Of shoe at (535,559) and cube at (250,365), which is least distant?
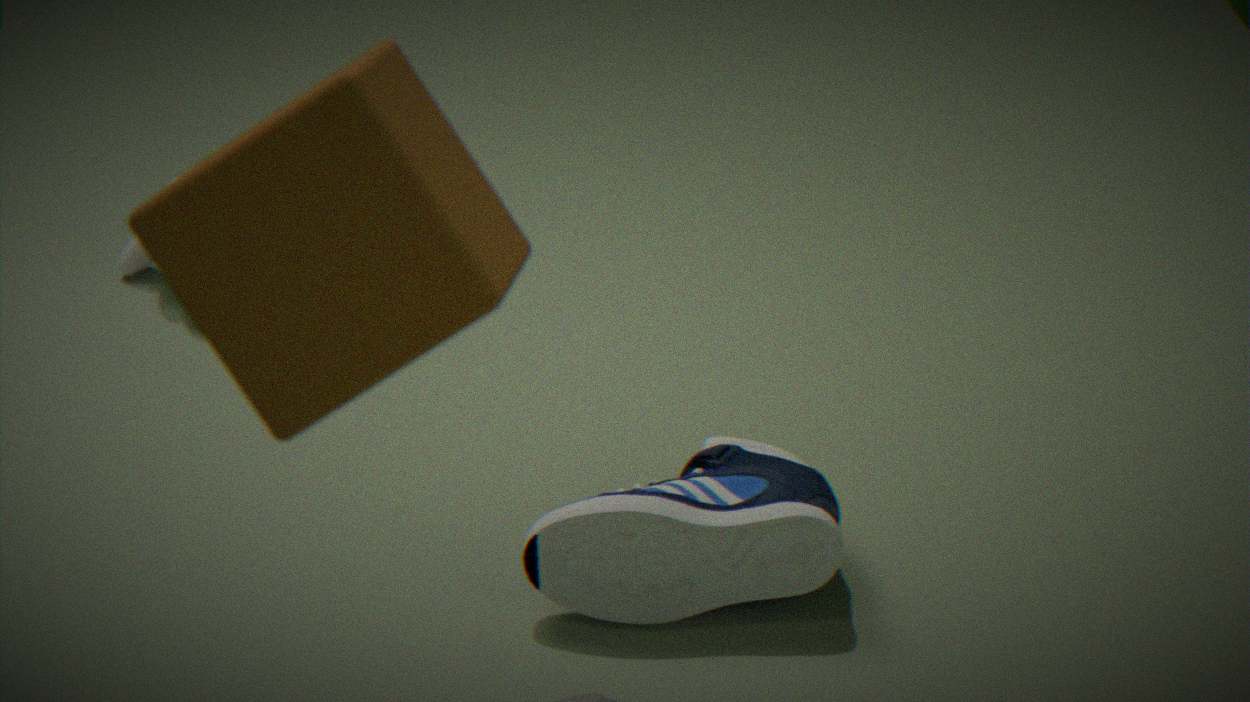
cube at (250,365)
